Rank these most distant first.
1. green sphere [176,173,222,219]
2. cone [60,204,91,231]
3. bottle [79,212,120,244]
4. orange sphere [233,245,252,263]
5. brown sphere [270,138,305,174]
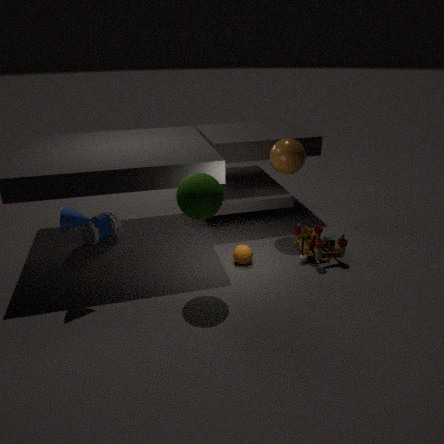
bottle [79,212,120,244] < brown sphere [270,138,305,174] < orange sphere [233,245,252,263] < cone [60,204,91,231] < green sphere [176,173,222,219]
